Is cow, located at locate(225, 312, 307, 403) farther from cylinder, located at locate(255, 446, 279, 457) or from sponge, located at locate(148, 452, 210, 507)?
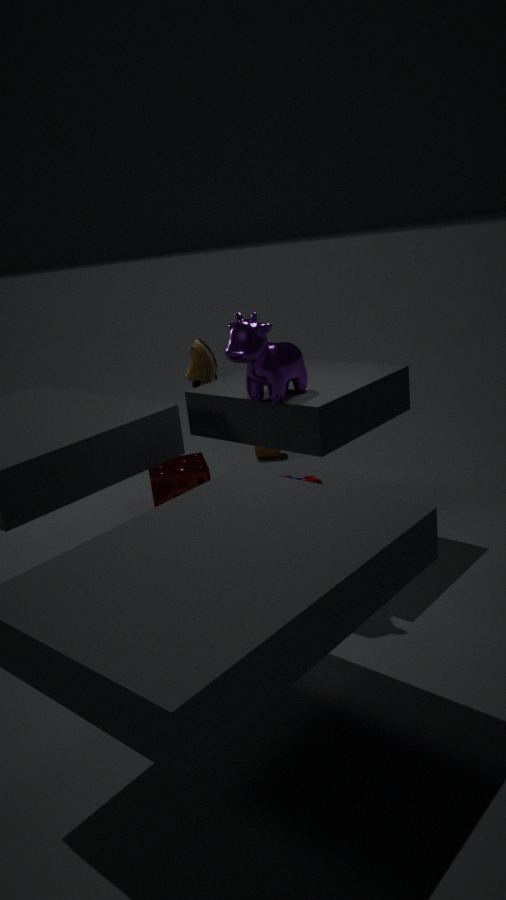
cylinder, located at locate(255, 446, 279, 457)
